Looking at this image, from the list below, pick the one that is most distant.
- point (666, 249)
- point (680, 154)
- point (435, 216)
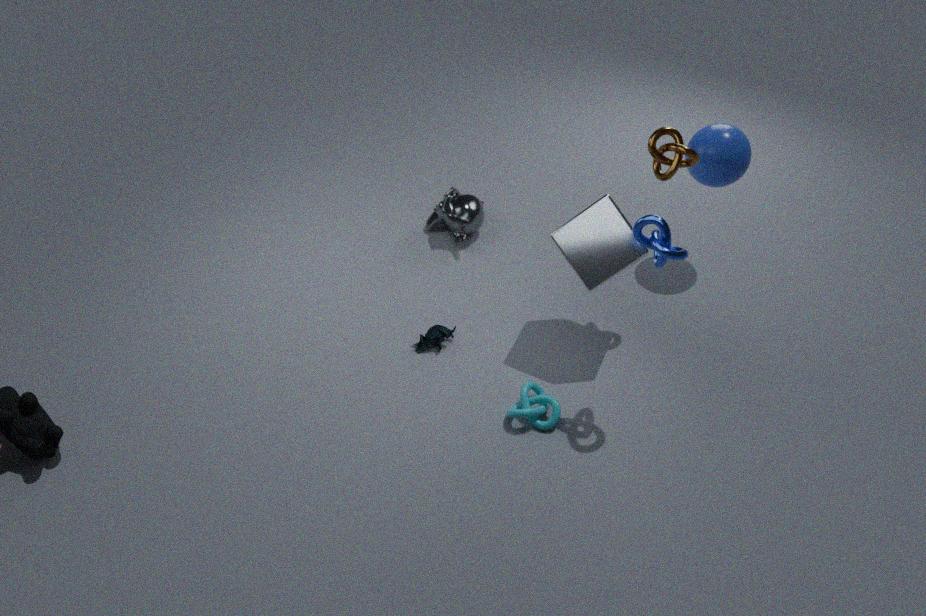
point (435, 216)
